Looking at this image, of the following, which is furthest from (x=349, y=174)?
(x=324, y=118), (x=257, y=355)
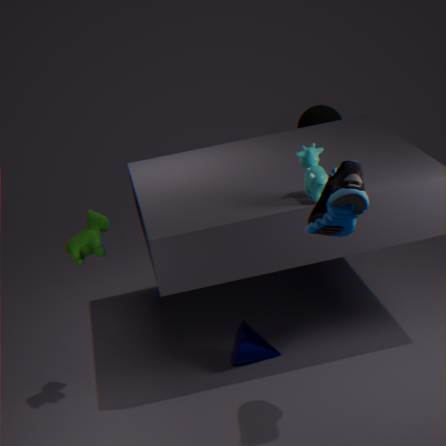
(x=324, y=118)
